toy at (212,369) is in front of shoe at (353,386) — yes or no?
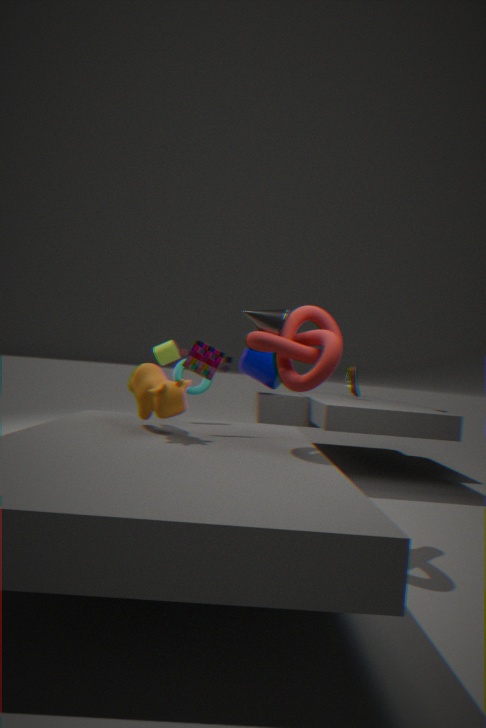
Yes
